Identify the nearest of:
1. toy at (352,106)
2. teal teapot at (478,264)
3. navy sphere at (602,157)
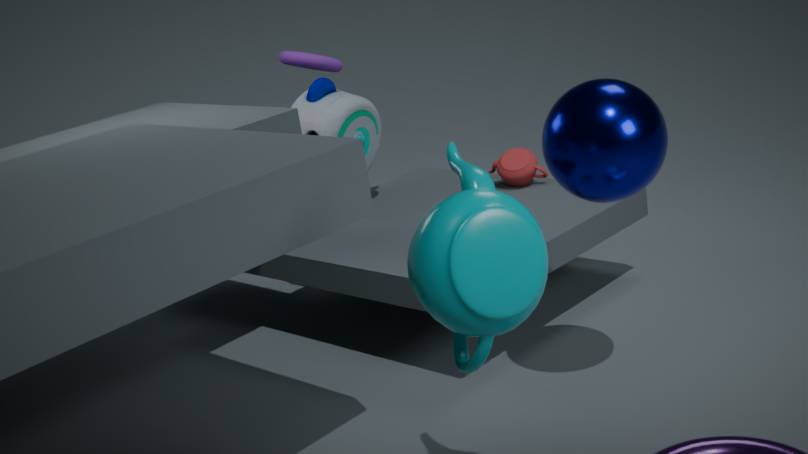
teal teapot at (478,264)
